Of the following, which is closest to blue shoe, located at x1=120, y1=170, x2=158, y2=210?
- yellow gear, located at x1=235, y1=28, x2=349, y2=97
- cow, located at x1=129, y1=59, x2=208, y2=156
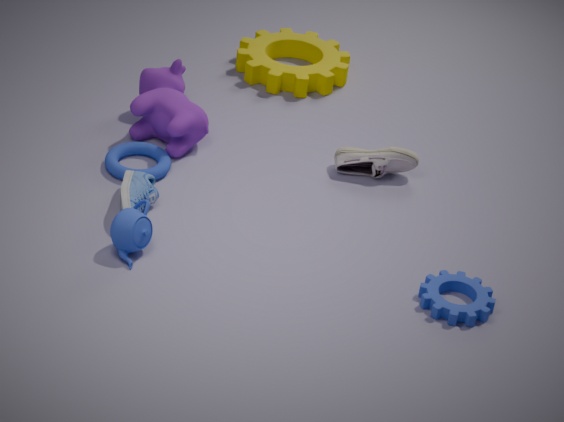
cow, located at x1=129, y1=59, x2=208, y2=156
